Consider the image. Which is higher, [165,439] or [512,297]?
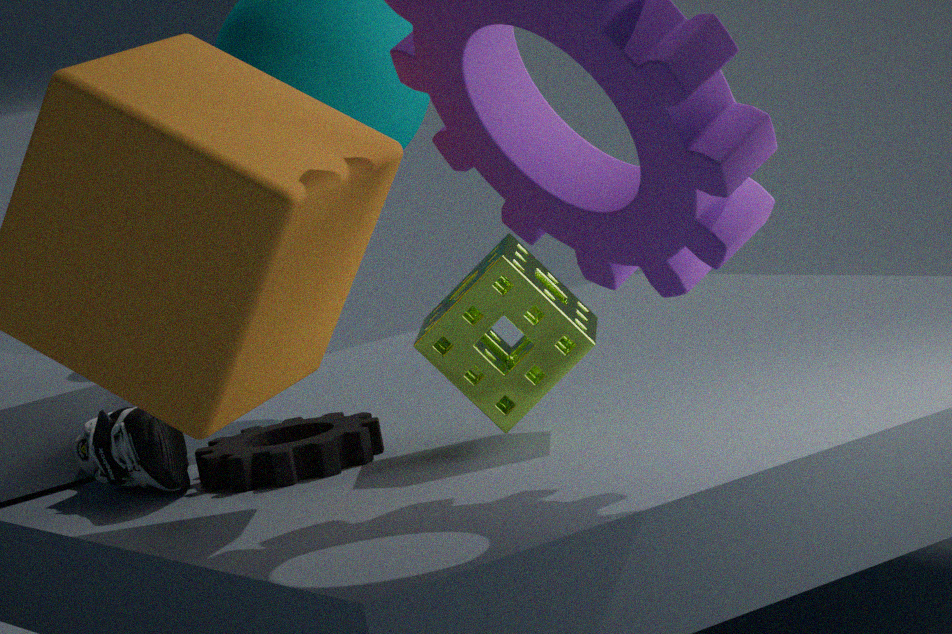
[512,297]
